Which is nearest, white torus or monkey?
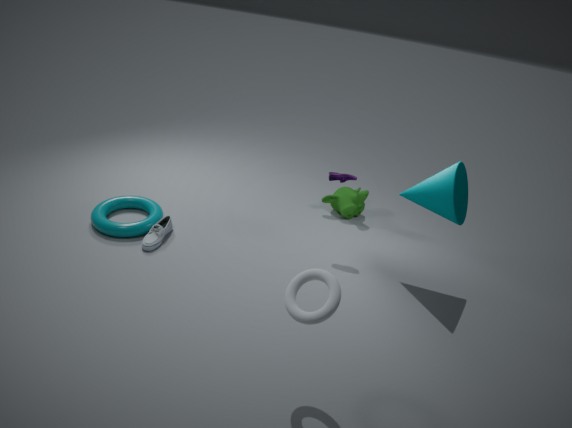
white torus
